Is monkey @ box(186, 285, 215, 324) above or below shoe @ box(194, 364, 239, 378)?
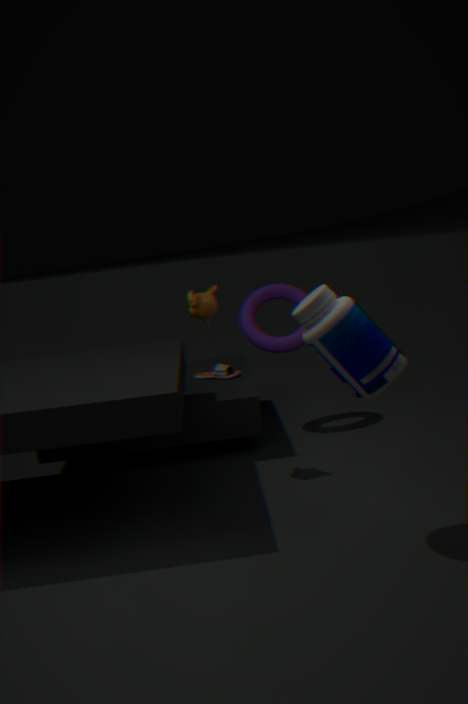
above
